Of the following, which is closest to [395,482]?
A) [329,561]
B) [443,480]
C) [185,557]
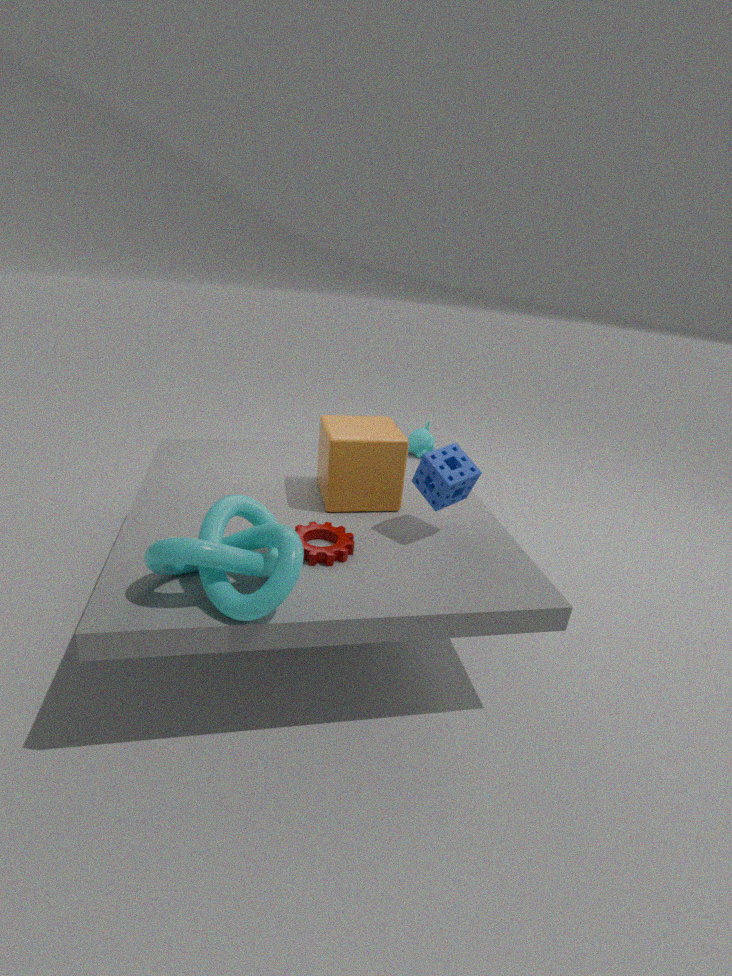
[443,480]
